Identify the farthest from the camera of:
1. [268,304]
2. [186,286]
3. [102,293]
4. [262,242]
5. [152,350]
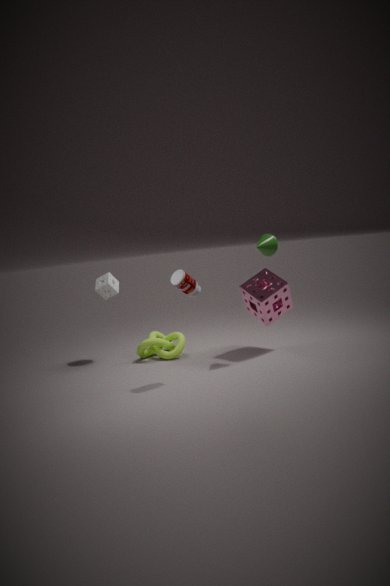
[152,350]
